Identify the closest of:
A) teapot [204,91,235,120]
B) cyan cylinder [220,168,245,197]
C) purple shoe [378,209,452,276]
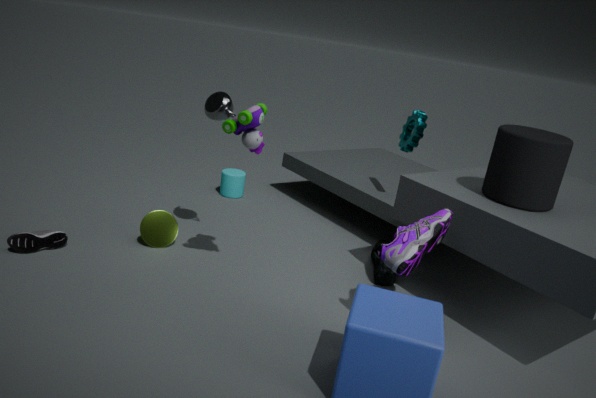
purple shoe [378,209,452,276]
